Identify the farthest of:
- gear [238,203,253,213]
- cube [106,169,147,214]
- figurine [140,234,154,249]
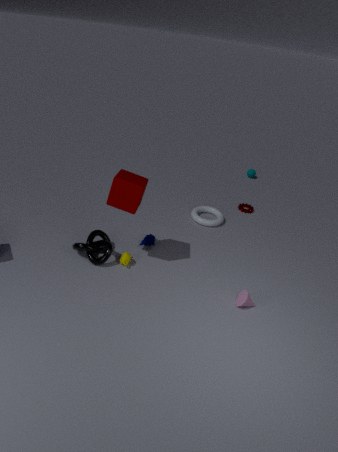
gear [238,203,253,213]
